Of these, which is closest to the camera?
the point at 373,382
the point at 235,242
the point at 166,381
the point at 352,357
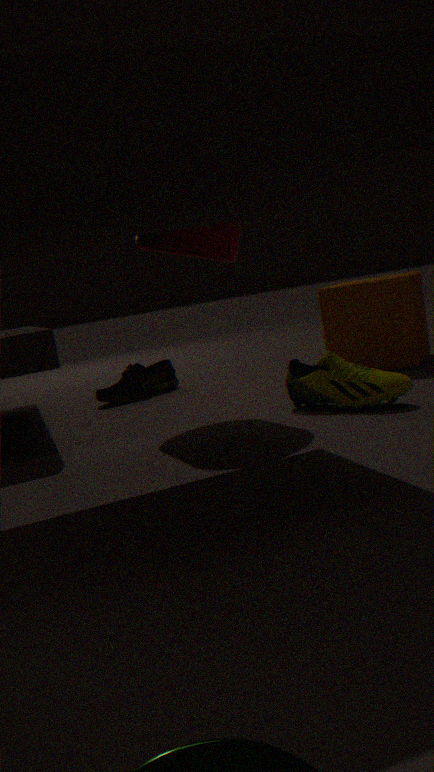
the point at 373,382
